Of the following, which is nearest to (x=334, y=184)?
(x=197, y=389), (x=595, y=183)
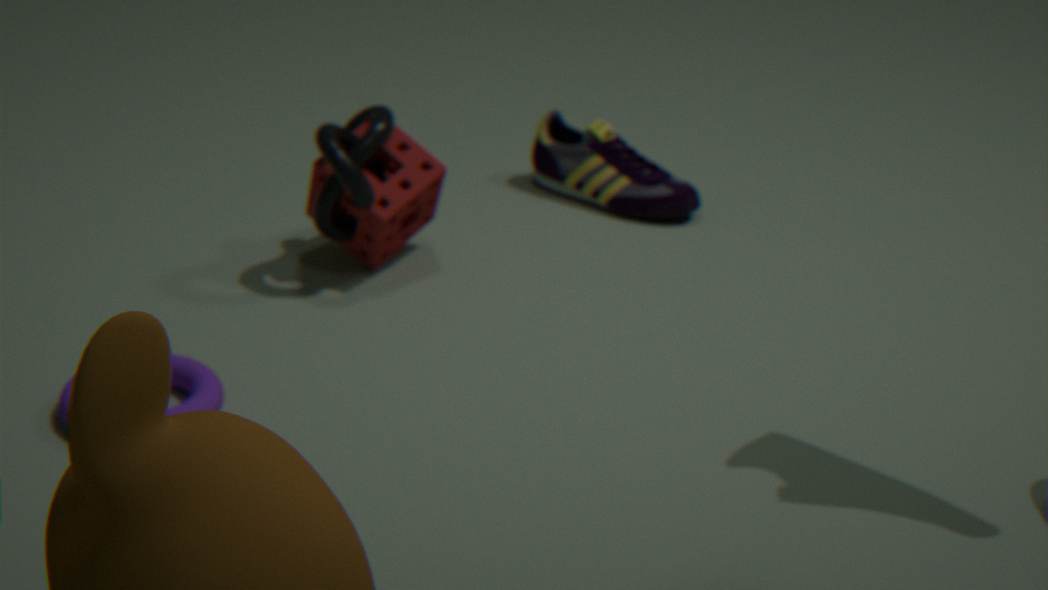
(x=595, y=183)
